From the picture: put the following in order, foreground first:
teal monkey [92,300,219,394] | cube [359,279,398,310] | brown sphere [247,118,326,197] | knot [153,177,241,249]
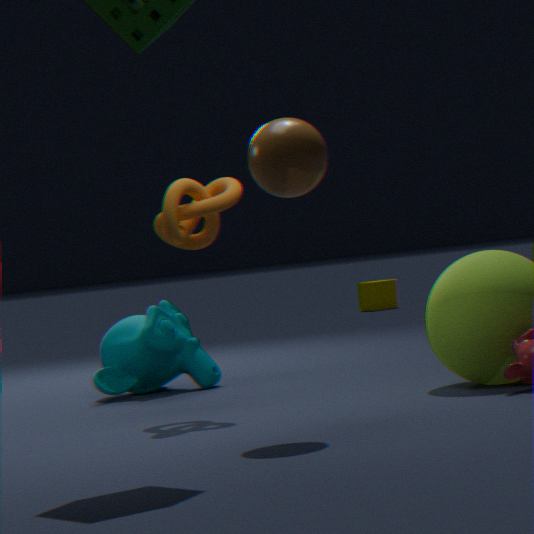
brown sphere [247,118,326,197]
knot [153,177,241,249]
teal monkey [92,300,219,394]
cube [359,279,398,310]
